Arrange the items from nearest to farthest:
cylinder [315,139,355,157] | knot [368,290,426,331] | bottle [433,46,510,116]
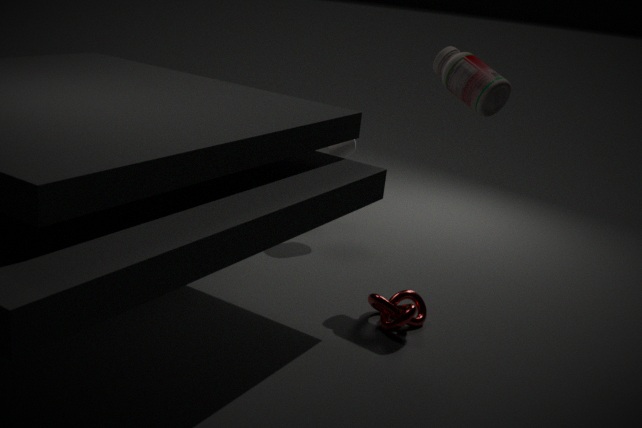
bottle [433,46,510,116] → knot [368,290,426,331] → cylinder [315,139,355,157]
